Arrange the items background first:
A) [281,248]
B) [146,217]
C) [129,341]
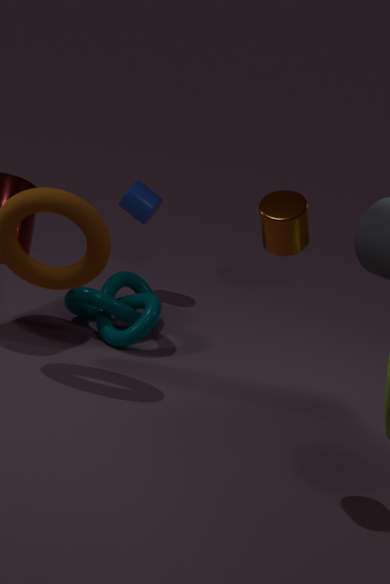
1. [146,217]
2. [129,341]
3. [281,248]
